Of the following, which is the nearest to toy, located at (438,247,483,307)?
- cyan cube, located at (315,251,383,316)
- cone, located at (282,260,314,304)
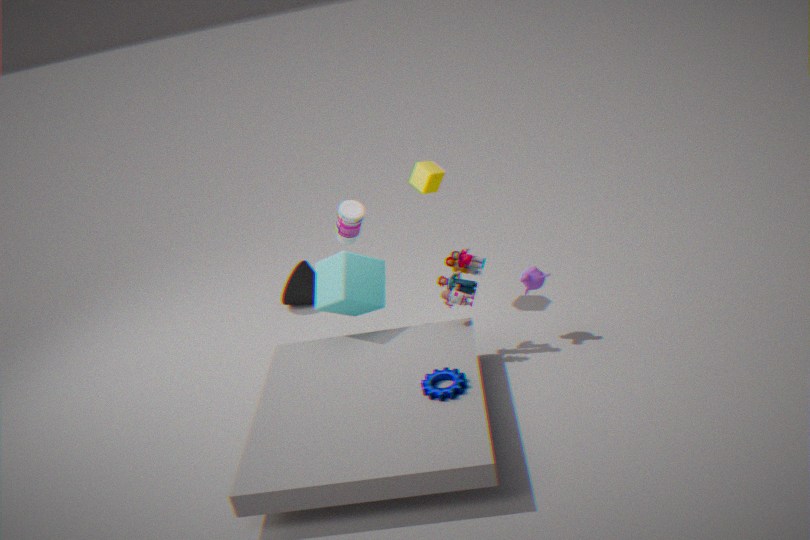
cyan cube, located at (315,251,383,316)
